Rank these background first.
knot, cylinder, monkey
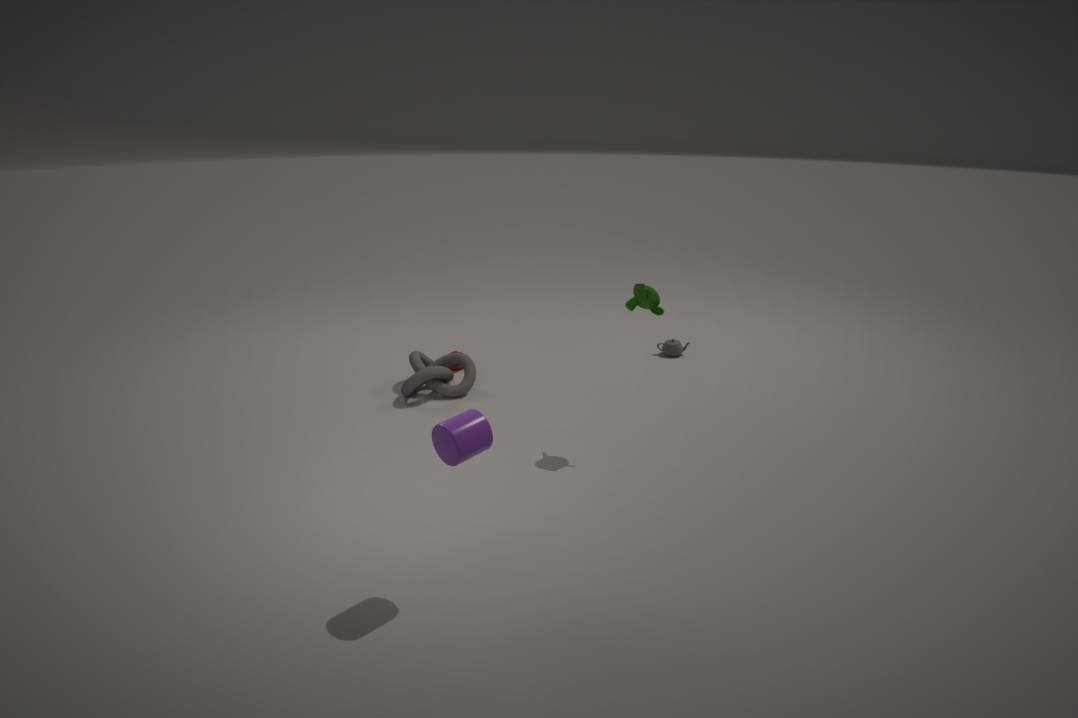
1. knot
2. monkey
3. cylinder
